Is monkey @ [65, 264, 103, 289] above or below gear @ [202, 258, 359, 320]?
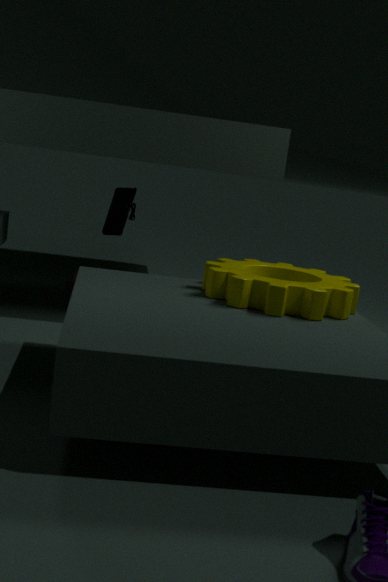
below
